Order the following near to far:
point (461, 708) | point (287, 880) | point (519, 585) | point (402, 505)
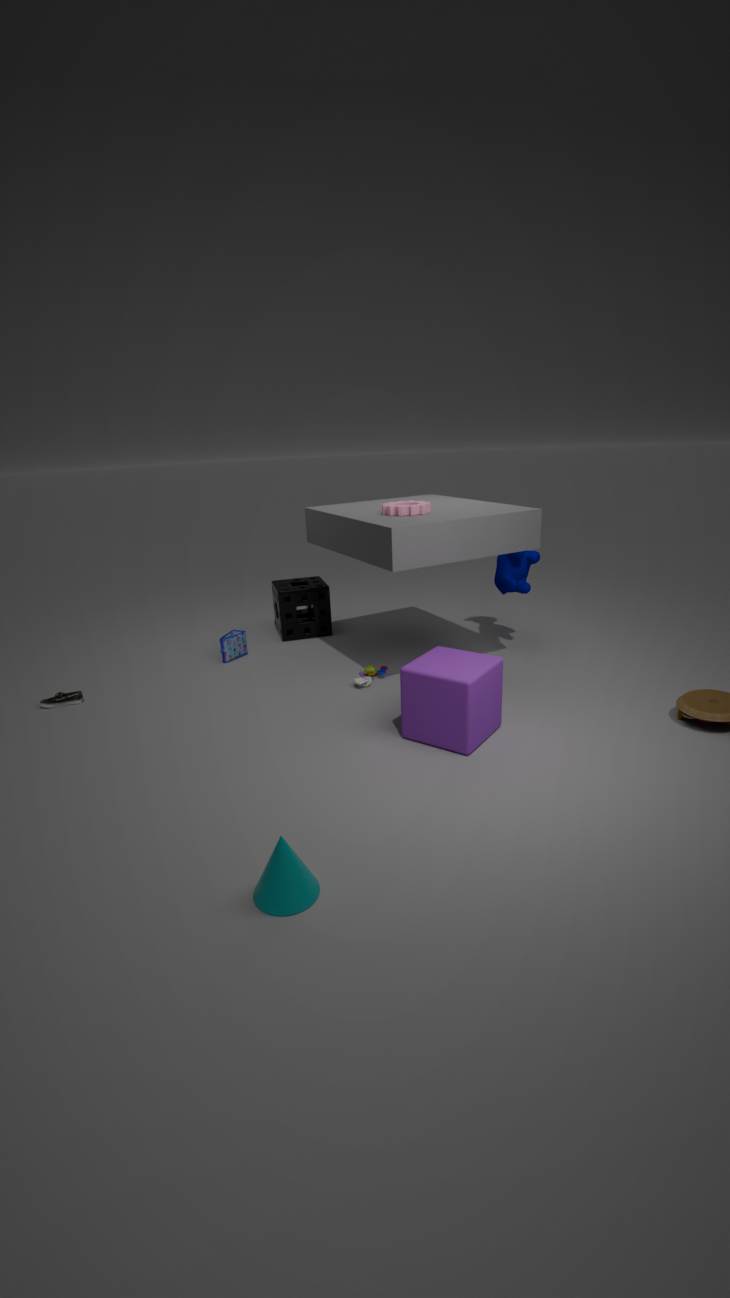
point (287, 880), point (461, 708), point (402, 505), point (519, 585)
